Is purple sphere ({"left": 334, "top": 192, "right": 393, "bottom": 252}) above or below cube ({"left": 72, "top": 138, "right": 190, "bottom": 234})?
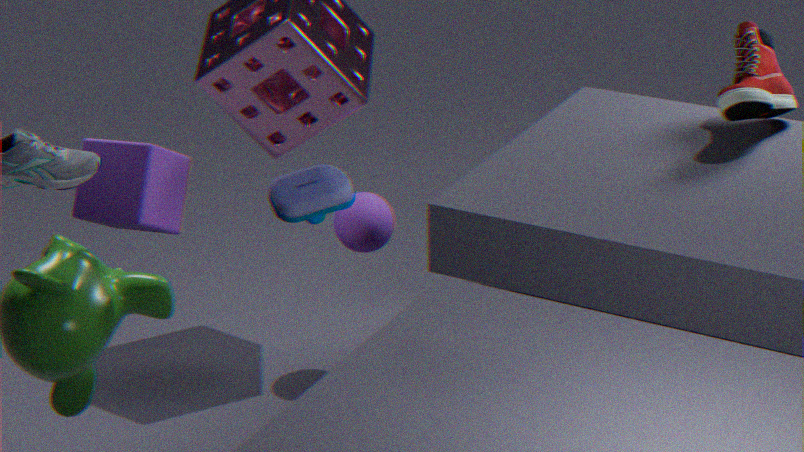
below
